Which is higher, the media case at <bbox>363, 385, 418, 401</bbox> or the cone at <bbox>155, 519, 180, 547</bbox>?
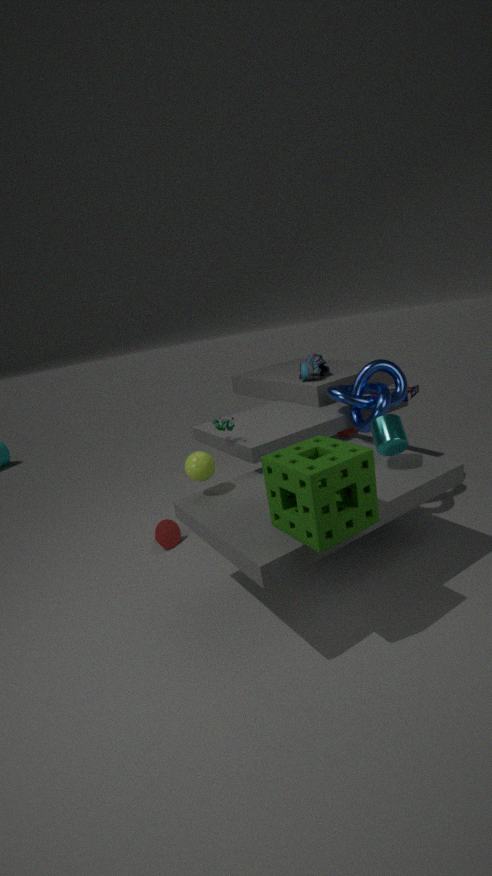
the media case at <bbox>363, 385, 418, 401</bbox>
